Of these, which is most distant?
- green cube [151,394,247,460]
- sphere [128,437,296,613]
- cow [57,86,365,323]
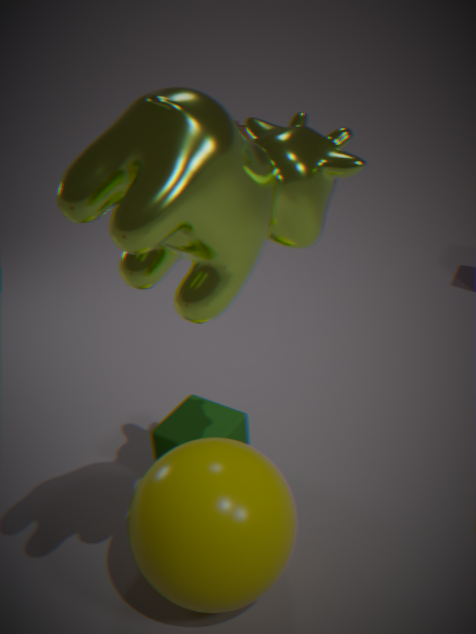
green cube [151,394,247,460]
